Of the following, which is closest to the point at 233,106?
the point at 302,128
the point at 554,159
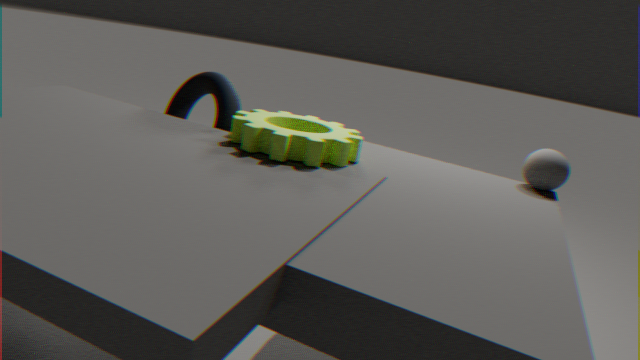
the point at 302,128
